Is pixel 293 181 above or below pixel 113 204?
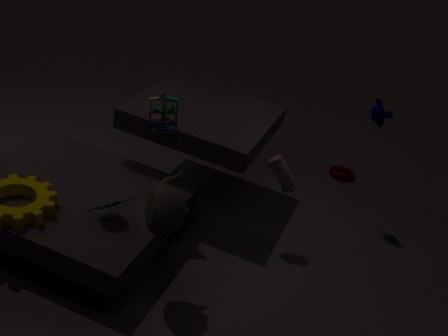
above
